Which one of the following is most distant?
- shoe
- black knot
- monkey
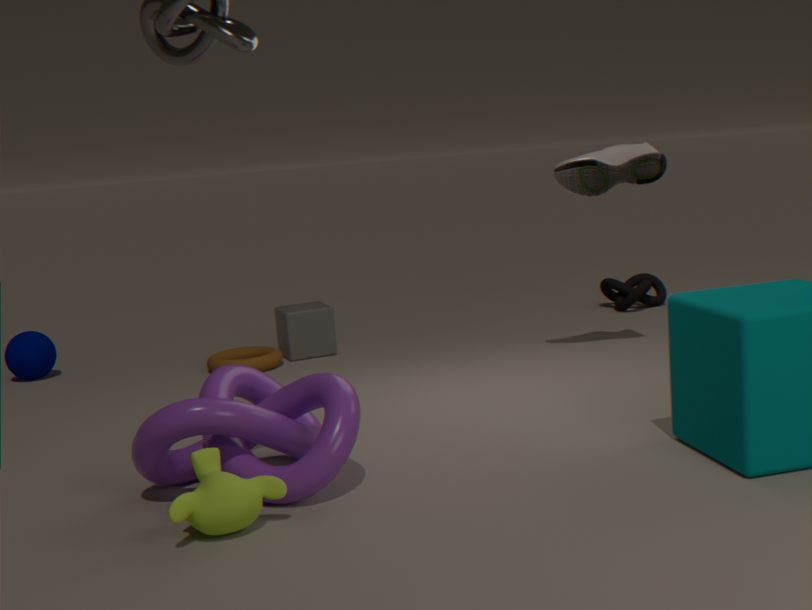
black knot
